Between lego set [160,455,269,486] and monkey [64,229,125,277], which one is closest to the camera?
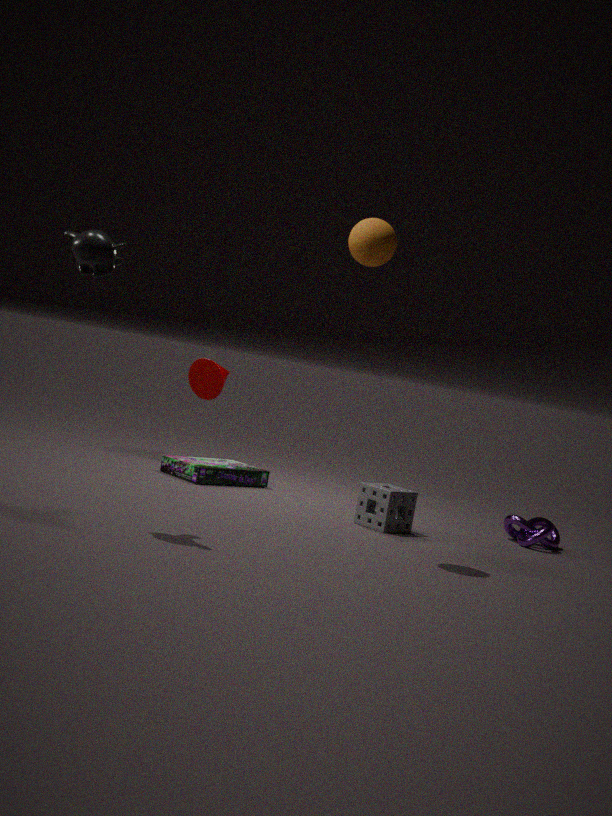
monkey [64,229,125,277]
